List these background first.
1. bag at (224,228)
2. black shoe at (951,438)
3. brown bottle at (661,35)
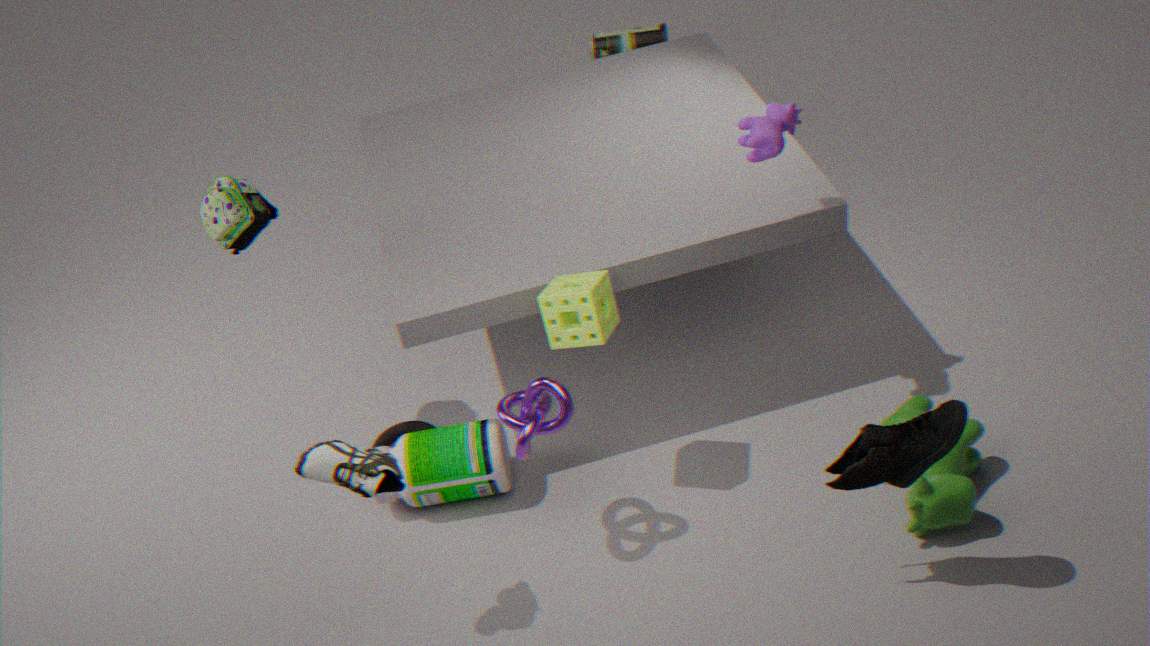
brown bottle at (661,35)
bag at (224,228)
black shoe at (951,438)
